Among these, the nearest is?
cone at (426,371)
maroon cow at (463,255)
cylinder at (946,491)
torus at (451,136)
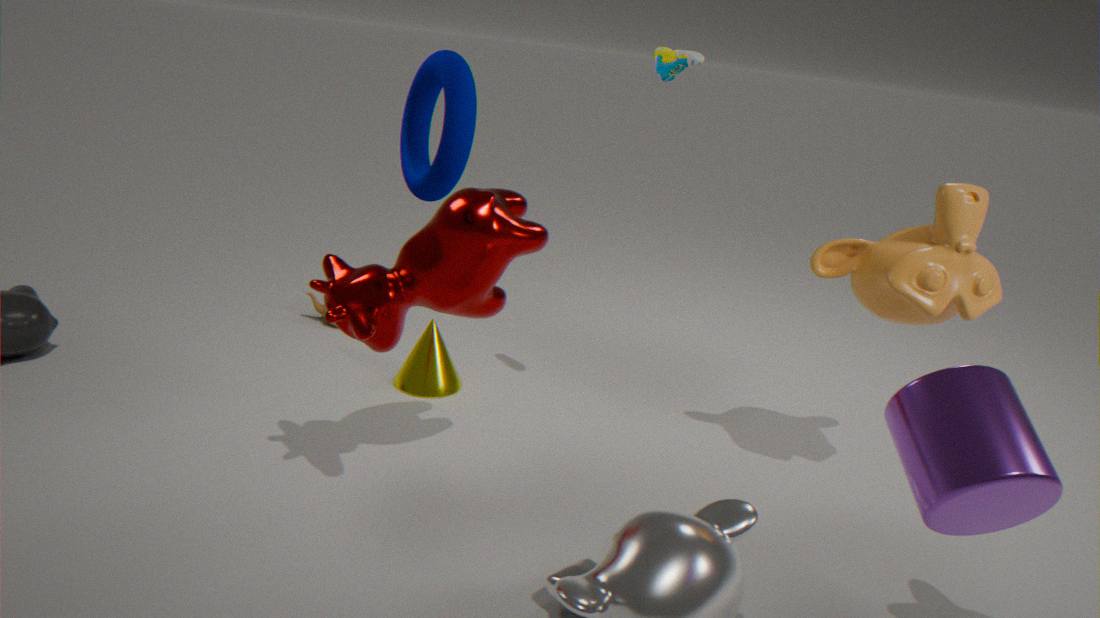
cylinder at (946,491)
